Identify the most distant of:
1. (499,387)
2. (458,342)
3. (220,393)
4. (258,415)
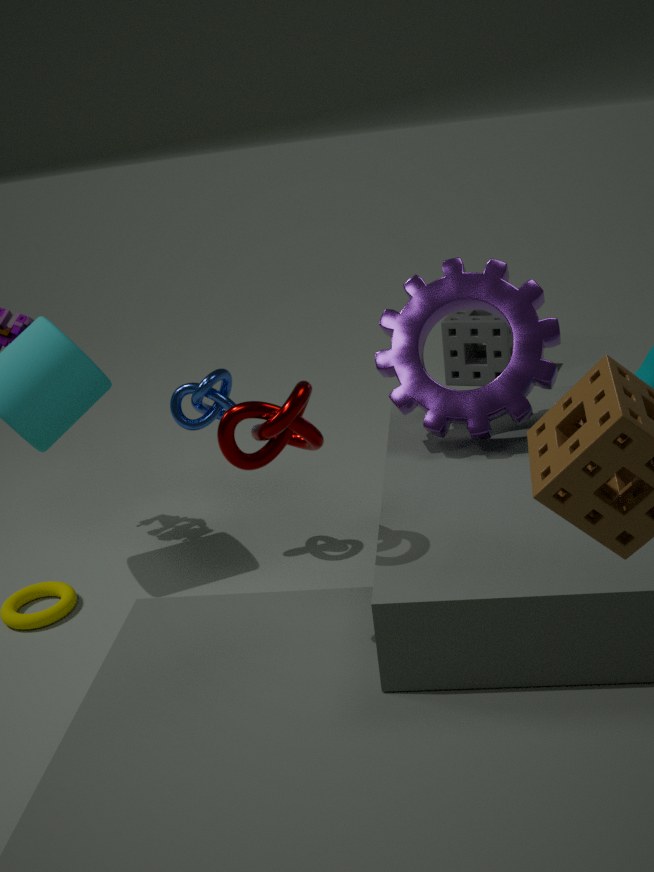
(458,342)
